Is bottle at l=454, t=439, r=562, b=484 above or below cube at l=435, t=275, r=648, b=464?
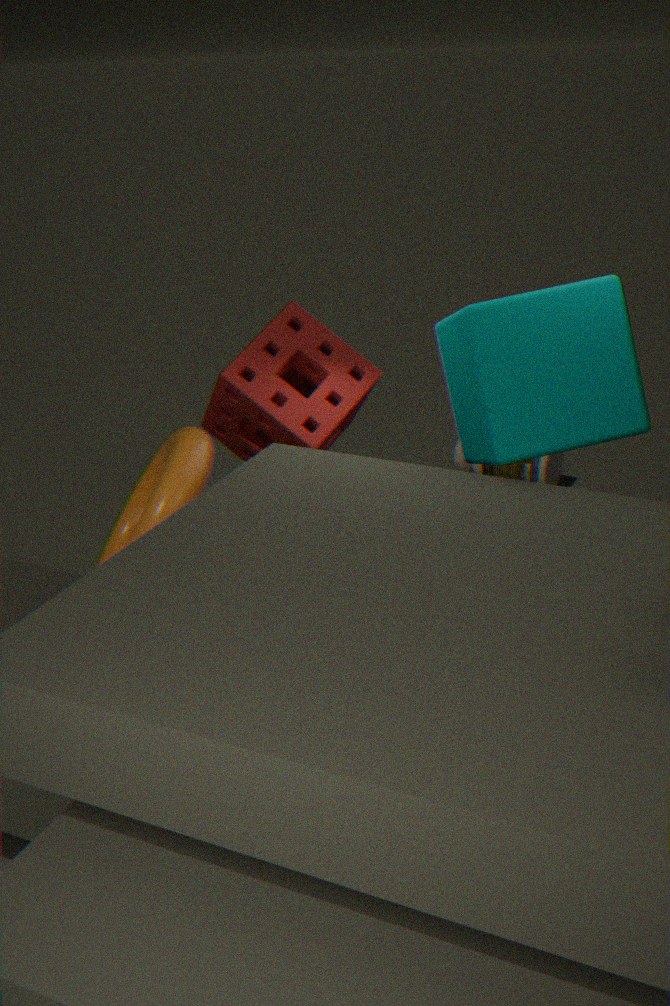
below
